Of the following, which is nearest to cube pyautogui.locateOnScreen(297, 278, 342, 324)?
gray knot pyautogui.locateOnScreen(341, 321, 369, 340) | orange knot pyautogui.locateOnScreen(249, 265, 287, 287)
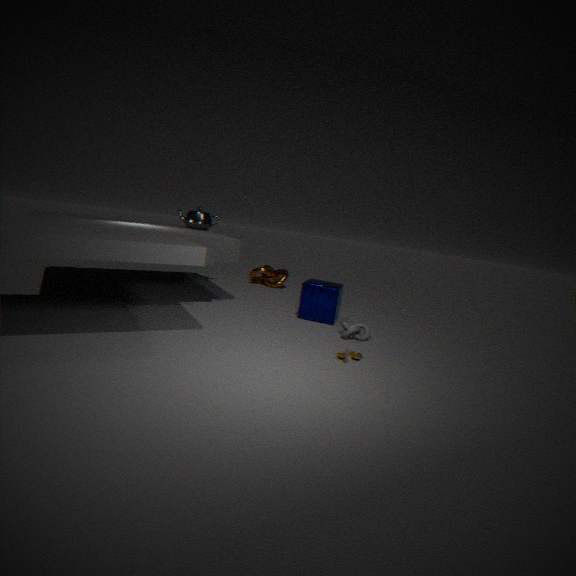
gray knot pyautogui.locateOnScreen(341, 321, 369, 340)
